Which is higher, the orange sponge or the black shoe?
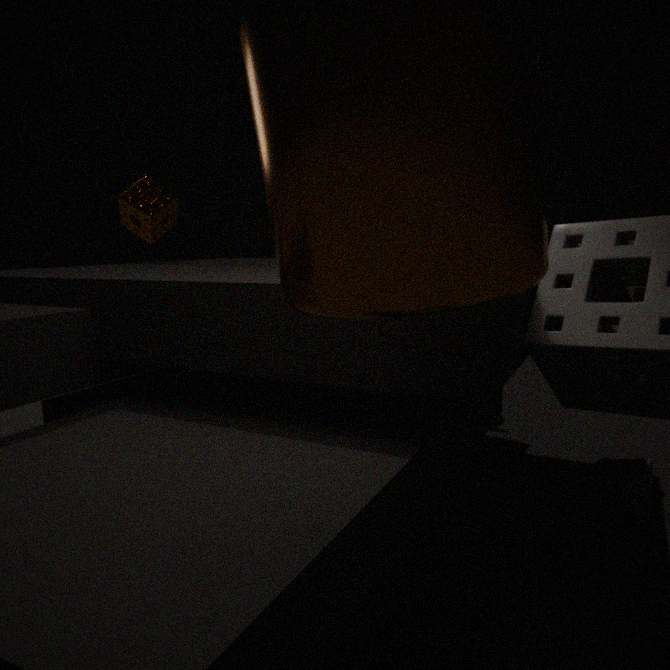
the orange sponge
